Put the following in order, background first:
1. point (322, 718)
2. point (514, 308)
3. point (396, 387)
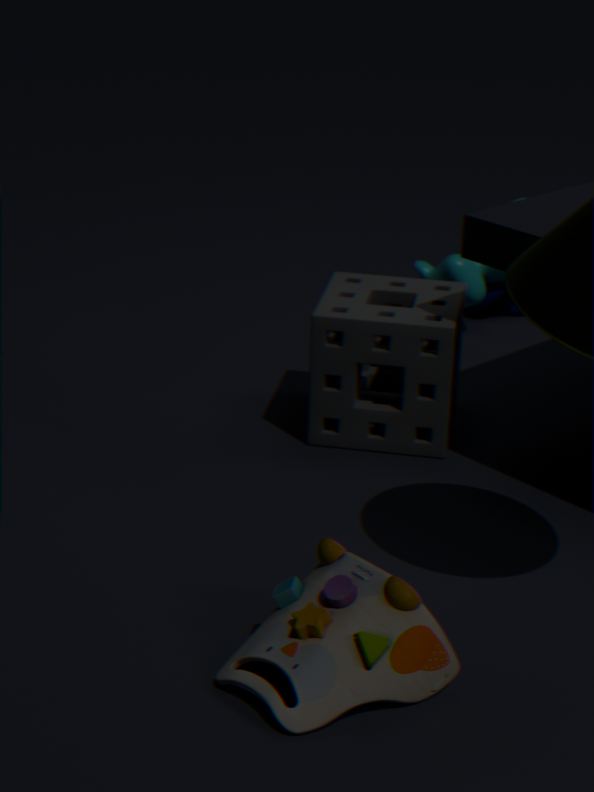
point (514, 308)
point (396, 387)
point (322, 718)
